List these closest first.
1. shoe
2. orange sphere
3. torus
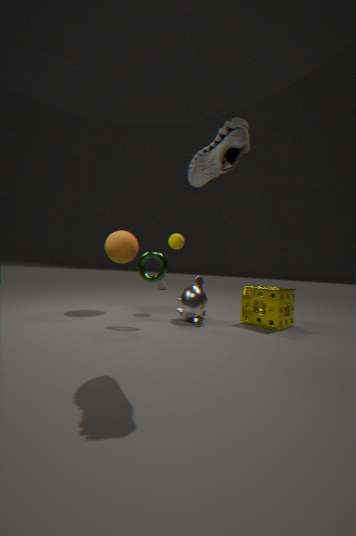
1. shoe
2. torus
3. orange sphere
